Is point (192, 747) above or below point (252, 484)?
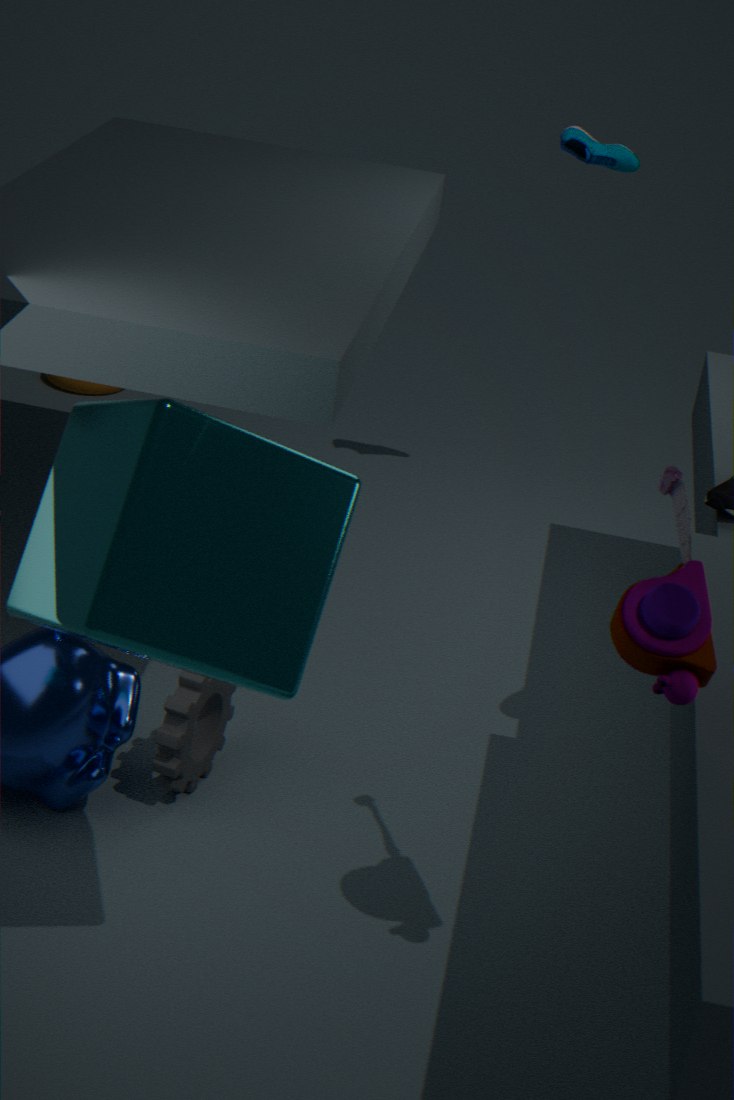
below
